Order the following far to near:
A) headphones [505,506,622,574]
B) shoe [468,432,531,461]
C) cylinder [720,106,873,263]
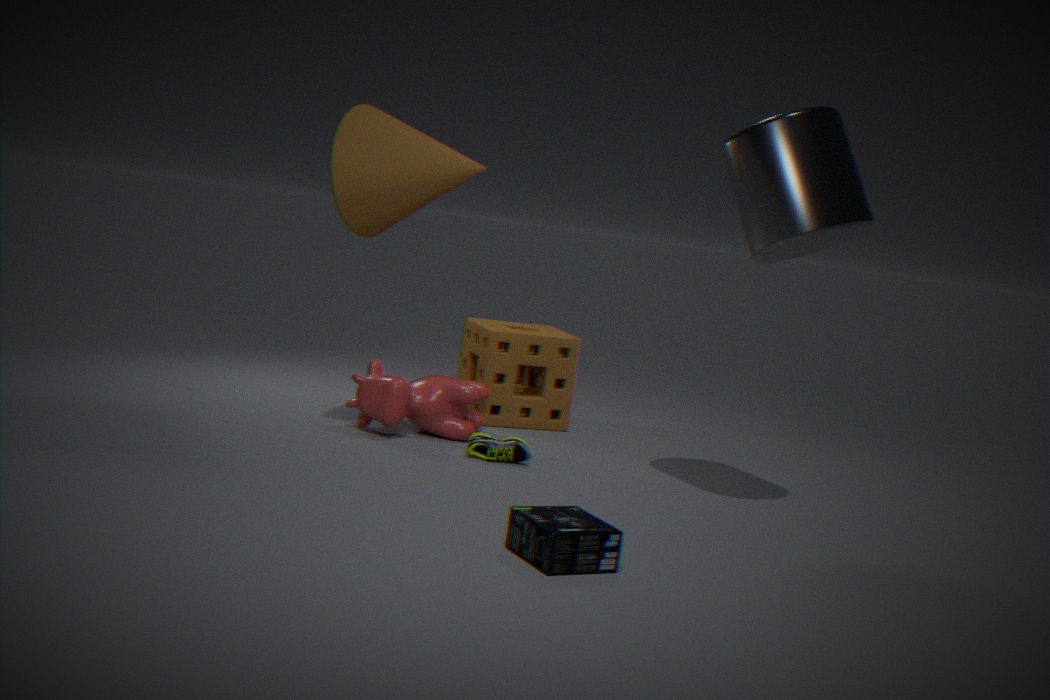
shoe [468,432,531,461] → cylinder [720,106,873,263] → headphones [505,506,622,574]
